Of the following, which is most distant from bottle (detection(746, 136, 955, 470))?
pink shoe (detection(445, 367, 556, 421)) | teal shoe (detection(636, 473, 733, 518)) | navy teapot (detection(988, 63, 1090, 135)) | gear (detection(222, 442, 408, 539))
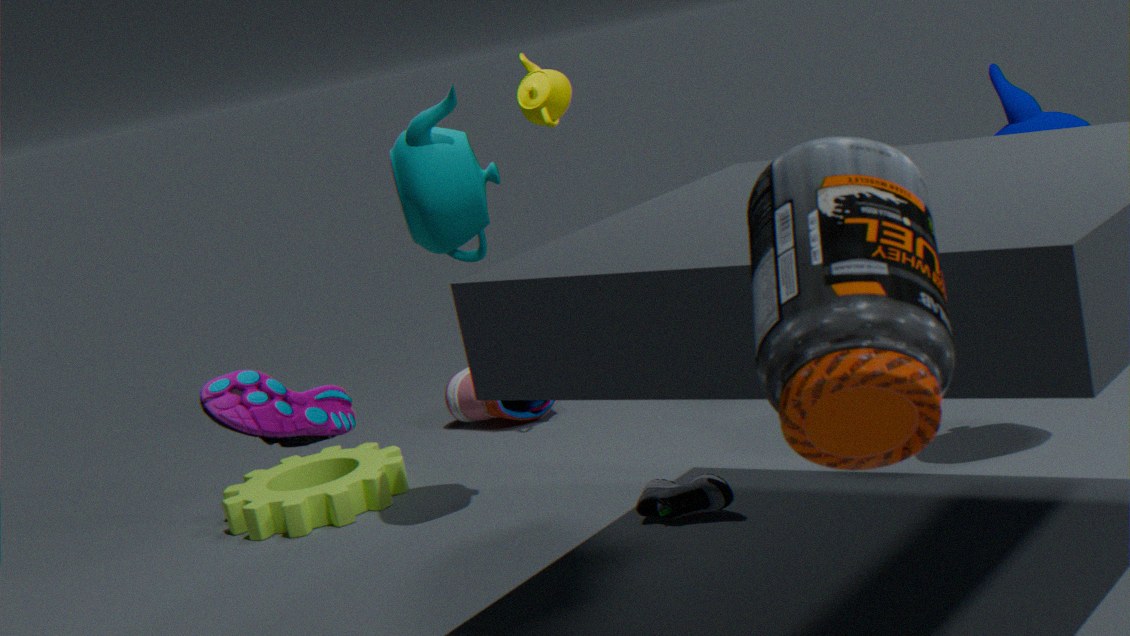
pink shoe (detection(445, 367, 556, 421))
